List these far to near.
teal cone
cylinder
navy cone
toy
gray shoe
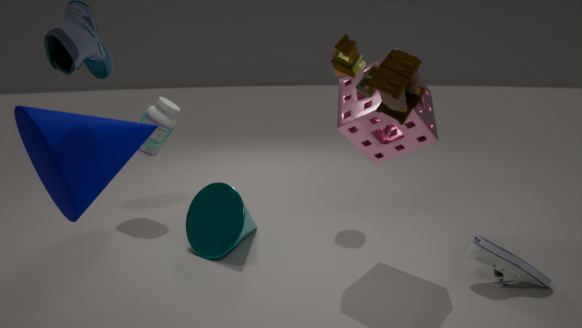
cylinder
teal cone
gray shoe
navy cone
toy
